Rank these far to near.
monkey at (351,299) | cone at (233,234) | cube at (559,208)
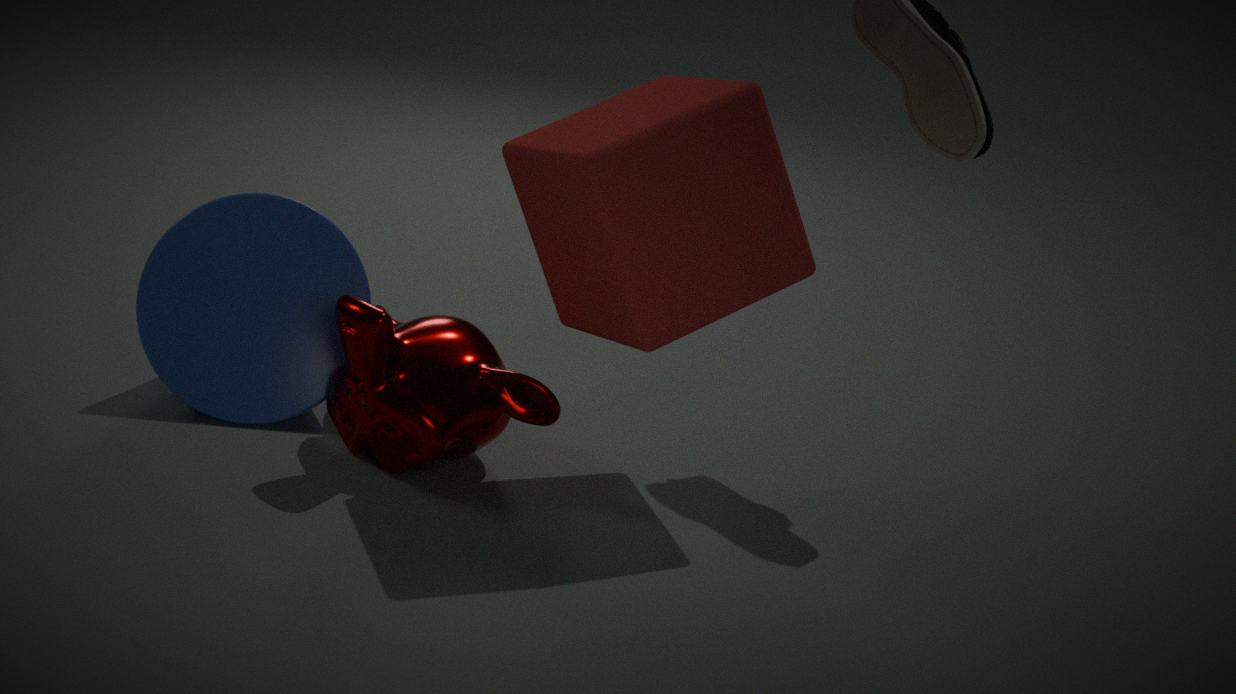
cone at (233,234)
monkey at (351,299)
cube at (559,208)
